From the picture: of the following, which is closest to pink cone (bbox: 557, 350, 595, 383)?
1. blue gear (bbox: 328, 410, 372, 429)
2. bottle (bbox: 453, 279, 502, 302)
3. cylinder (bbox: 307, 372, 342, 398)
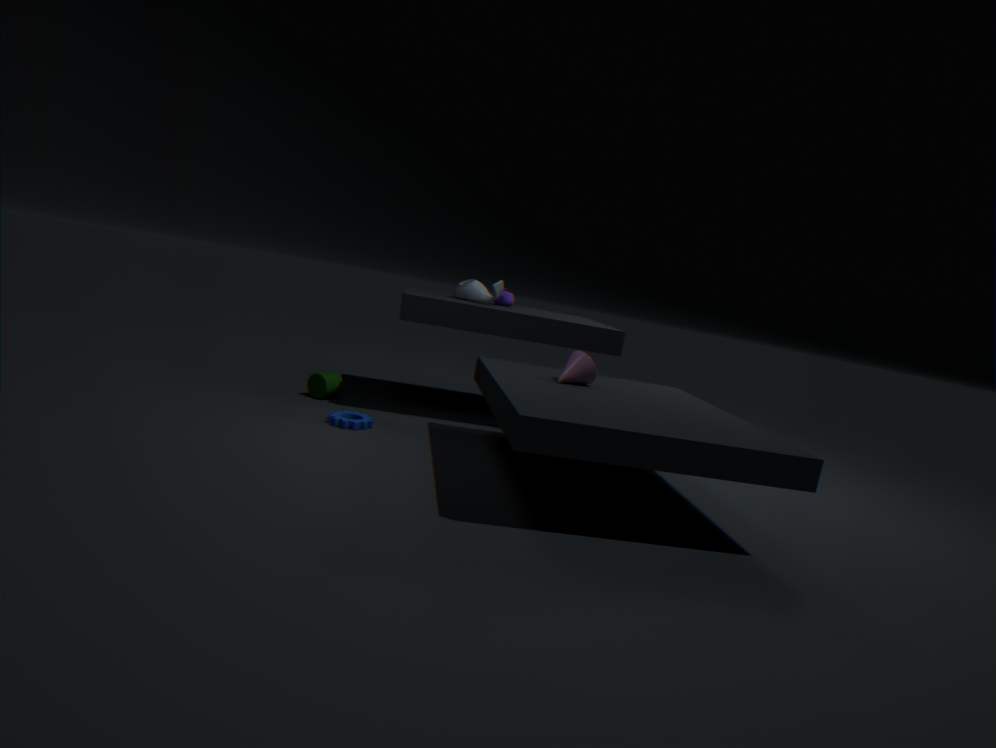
bottle (bbox: 453, 279, 502, 302)
